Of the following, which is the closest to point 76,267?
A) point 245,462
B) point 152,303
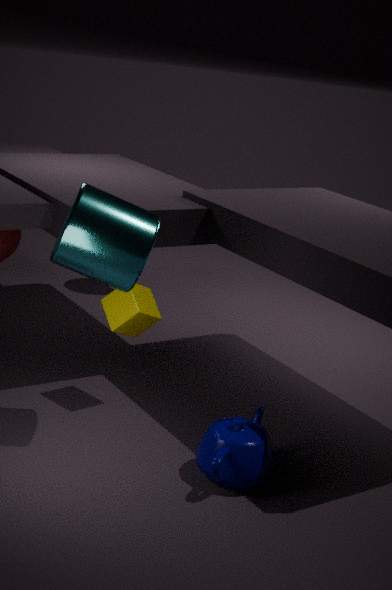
point 152,303
